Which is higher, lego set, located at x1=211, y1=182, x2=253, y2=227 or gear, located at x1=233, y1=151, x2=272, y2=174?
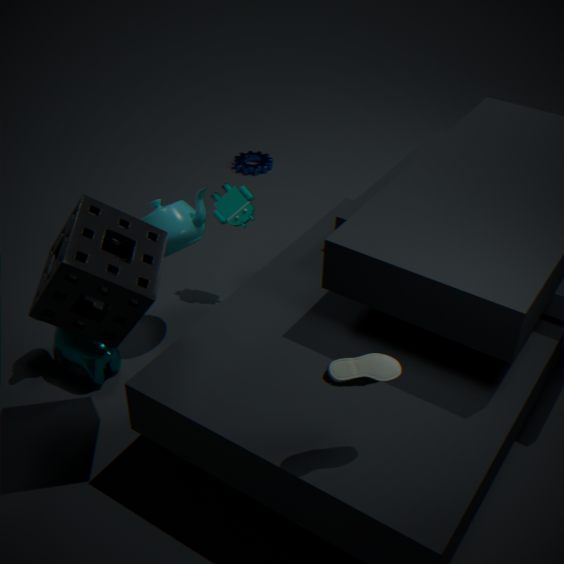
lego set, located at x1=211, y1=182, x2=253, y2=227
